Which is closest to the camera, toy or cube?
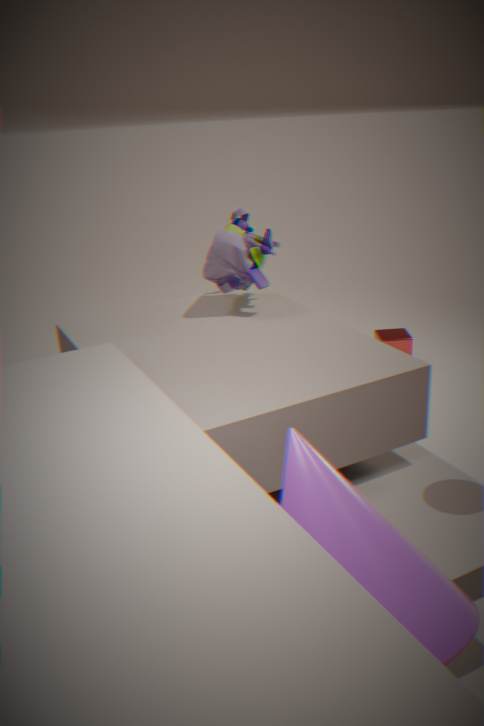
toy
